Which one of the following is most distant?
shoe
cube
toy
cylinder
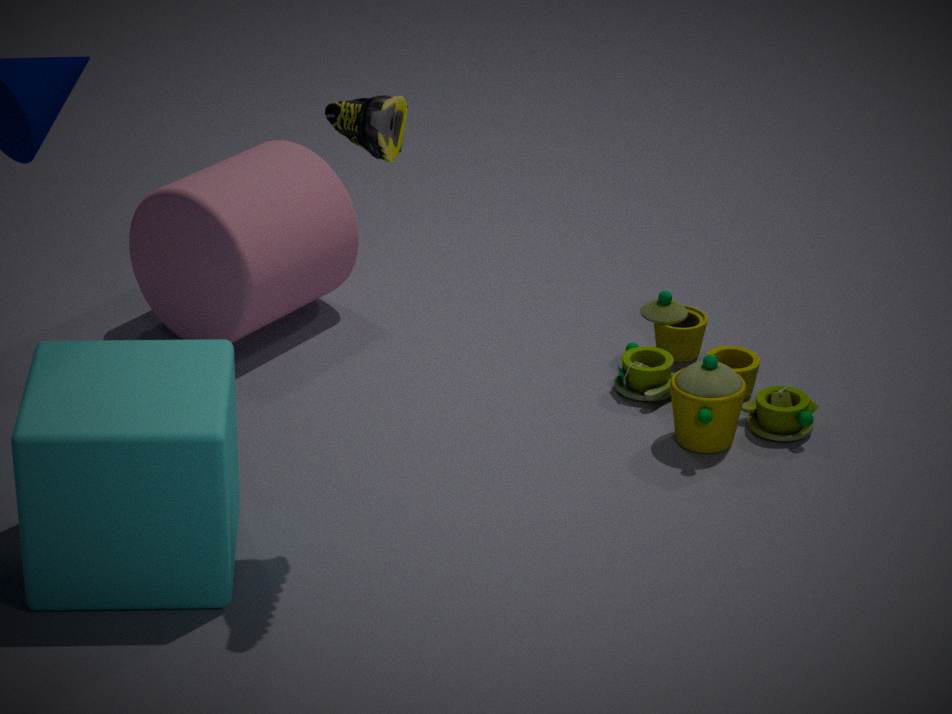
cylinder
